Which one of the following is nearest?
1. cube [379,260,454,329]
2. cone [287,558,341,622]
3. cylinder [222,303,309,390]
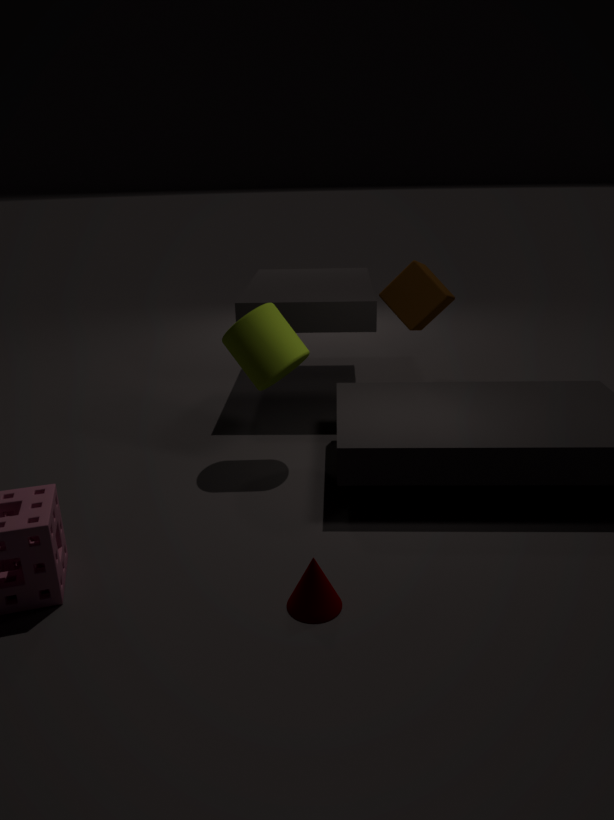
cone [287,558,341,622]
